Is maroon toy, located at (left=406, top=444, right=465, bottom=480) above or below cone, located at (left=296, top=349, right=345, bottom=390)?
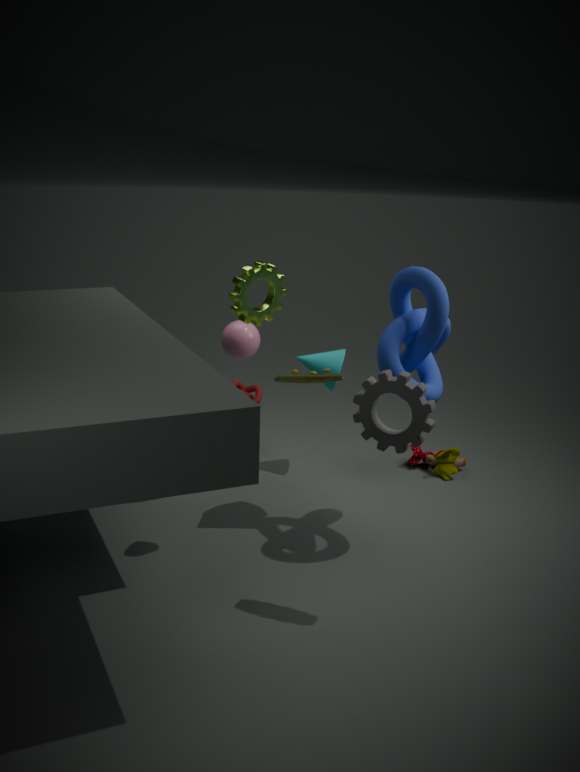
below
